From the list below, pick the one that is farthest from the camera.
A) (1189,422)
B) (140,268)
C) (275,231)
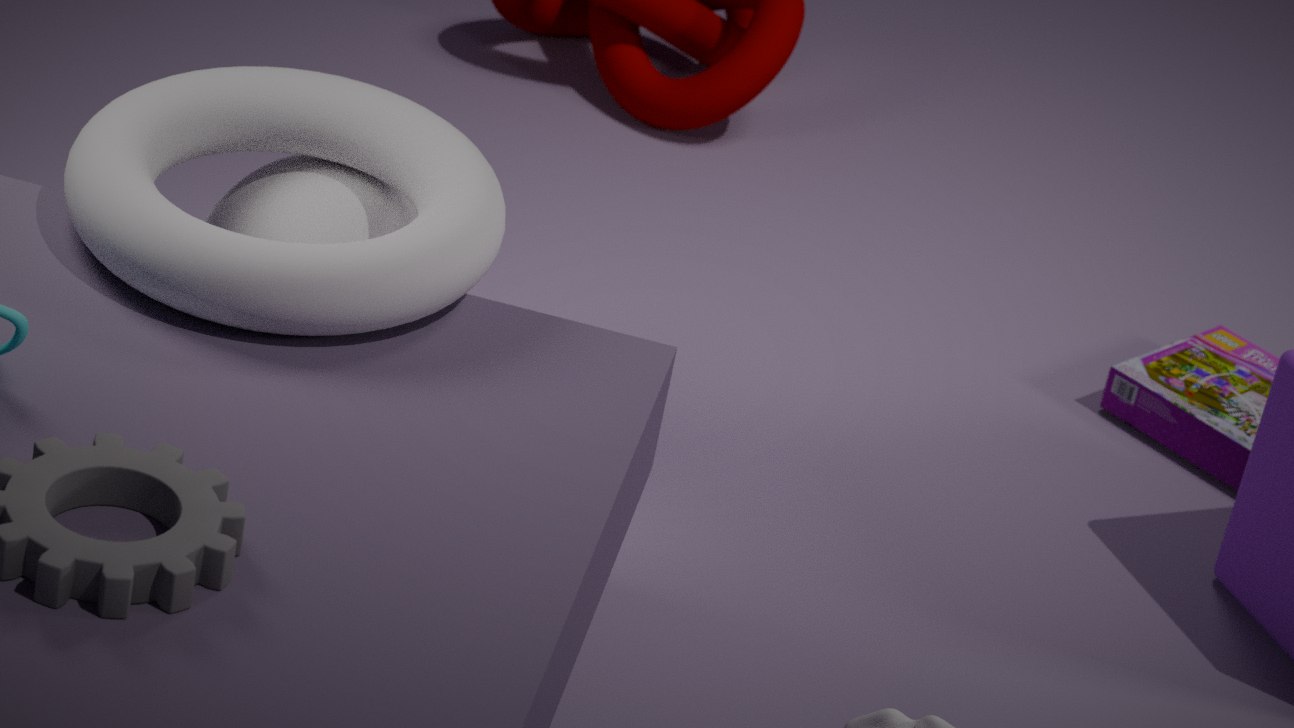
Result: (1189,422)
